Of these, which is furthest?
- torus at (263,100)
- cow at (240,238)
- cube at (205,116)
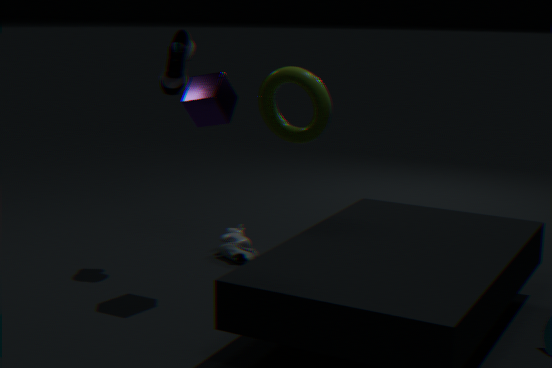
cow at (240,238)
